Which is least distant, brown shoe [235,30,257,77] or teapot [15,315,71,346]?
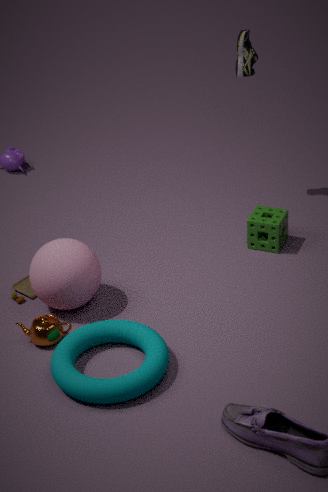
teapot [15,315,71,346]
